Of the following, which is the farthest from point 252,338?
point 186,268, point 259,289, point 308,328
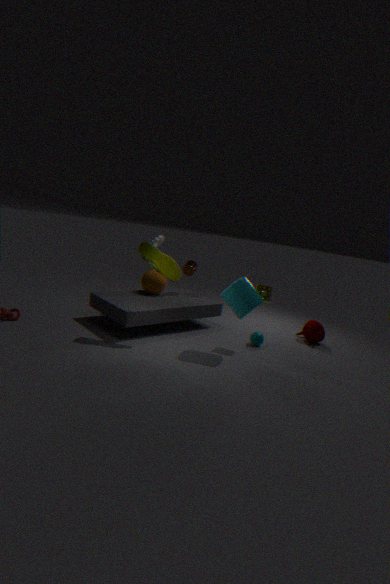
point 186,268
